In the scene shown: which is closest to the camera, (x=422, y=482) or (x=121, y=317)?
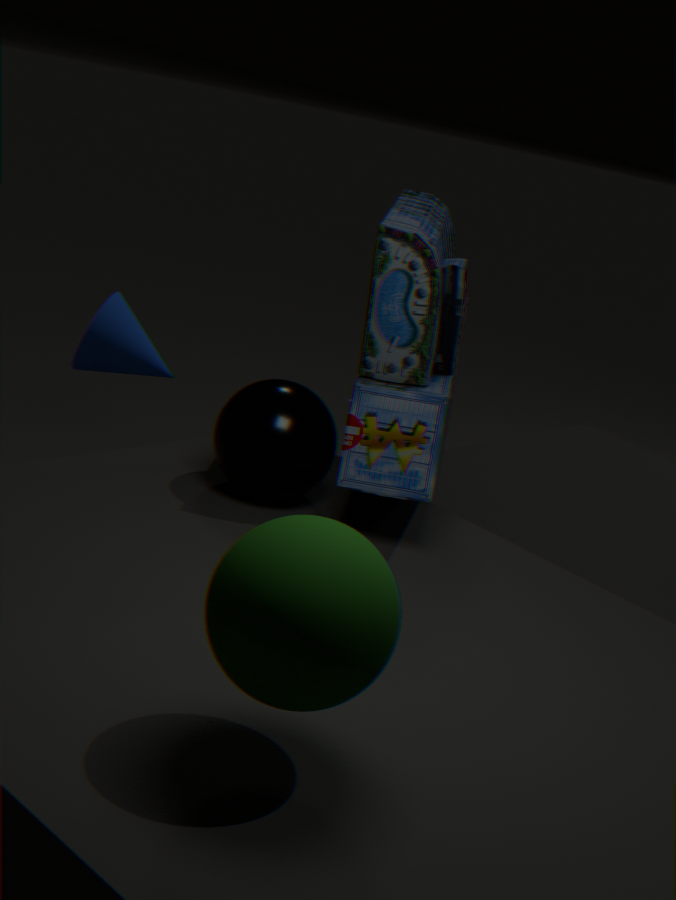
(x=422, y=482)
